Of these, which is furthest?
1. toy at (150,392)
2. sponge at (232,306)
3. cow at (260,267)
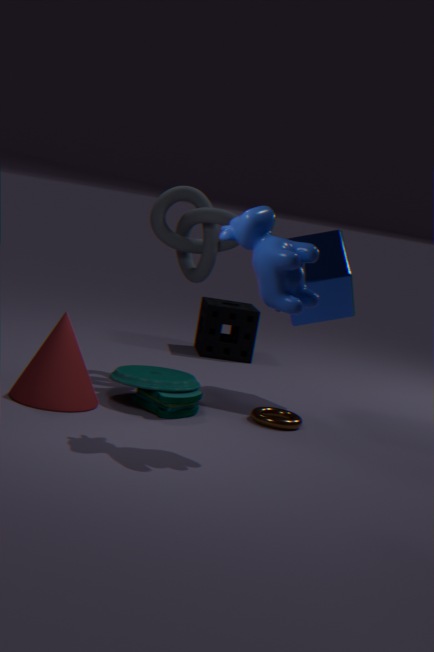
sponge at (232,306)
